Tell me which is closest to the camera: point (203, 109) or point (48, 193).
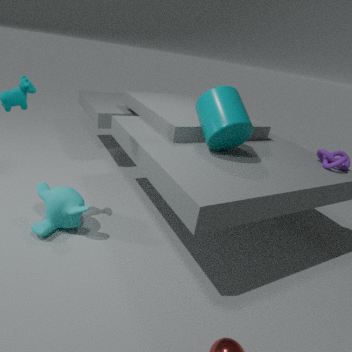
point (48, 193)
